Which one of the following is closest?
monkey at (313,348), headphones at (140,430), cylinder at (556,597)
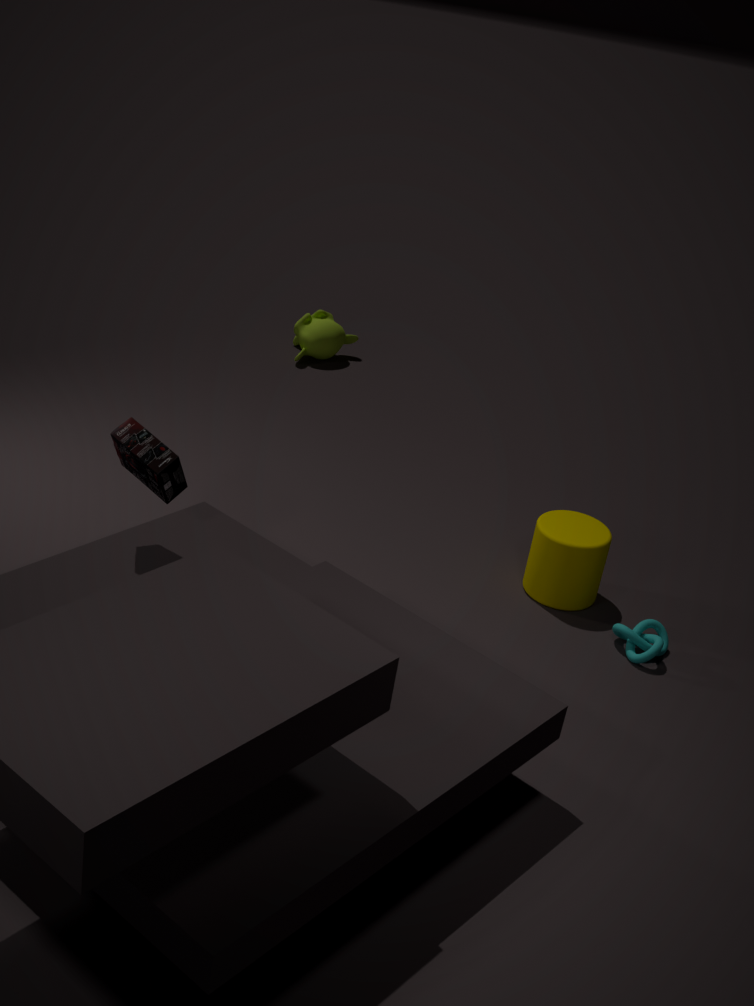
headphones at (140,430)
